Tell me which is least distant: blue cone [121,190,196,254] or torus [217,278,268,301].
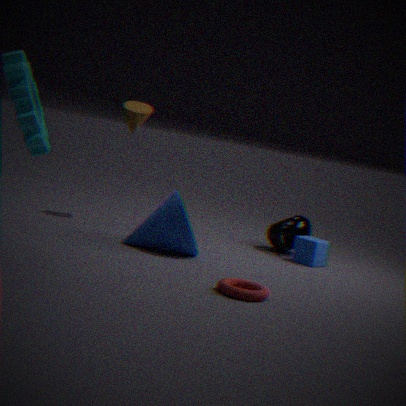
torus [217,278,268,301]
